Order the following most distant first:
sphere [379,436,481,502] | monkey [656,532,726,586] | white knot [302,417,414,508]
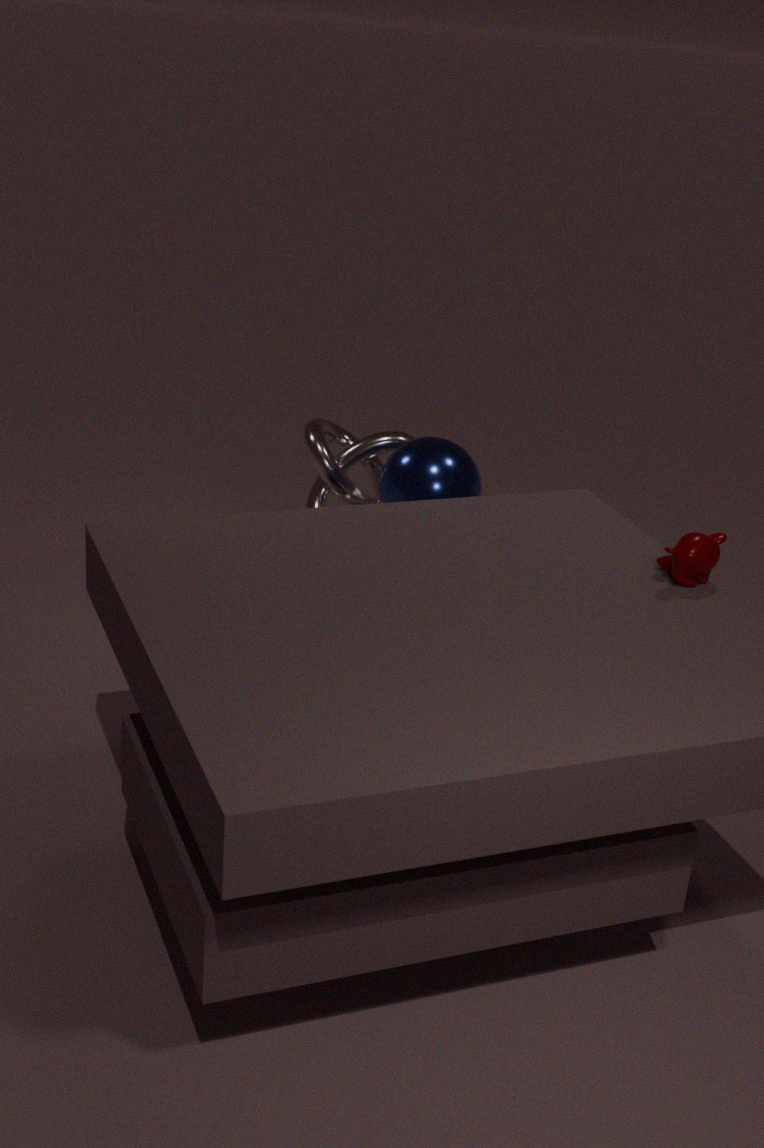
white knot [302,417,414,508], sphere [379,436,481,502], monkey [656,532,726,586]
